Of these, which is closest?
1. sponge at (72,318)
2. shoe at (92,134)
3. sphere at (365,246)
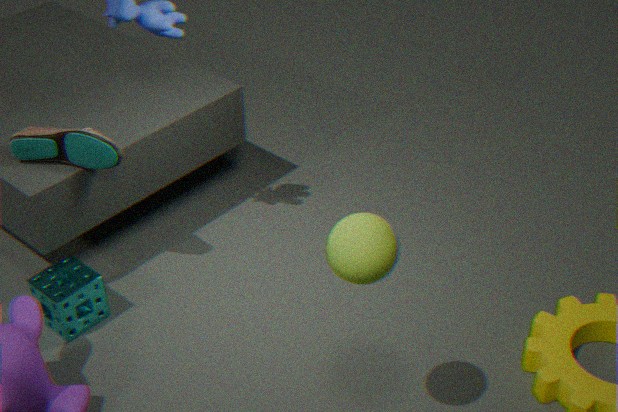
sphere at (365,246)
